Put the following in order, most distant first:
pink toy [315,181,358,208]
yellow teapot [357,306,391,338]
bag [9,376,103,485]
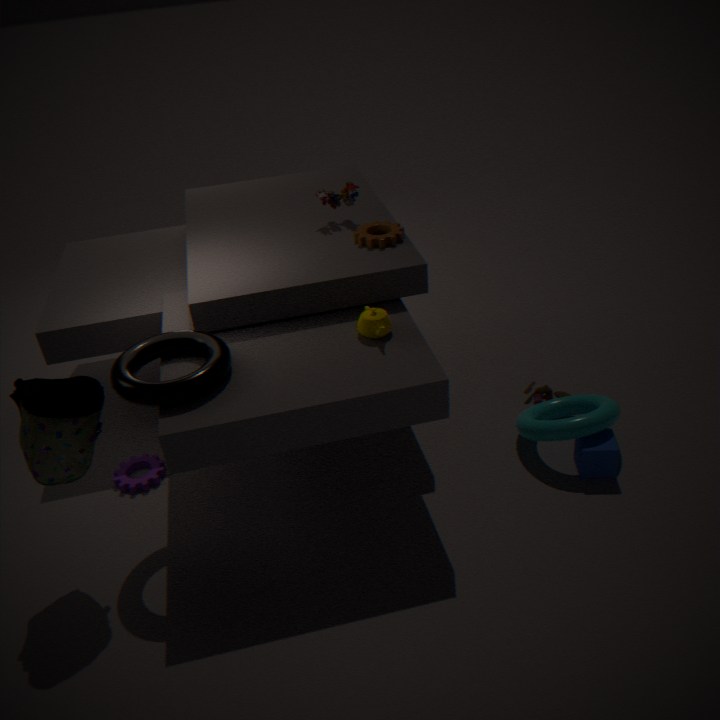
pink toy [315,181,358,208]
yellow teapot [357,306,391,338]
bag [9,376,103,485]
